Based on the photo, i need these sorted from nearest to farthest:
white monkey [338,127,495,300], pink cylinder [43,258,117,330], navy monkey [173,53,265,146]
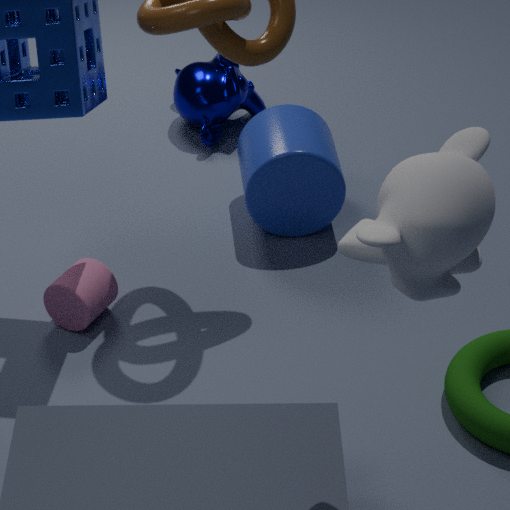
1. white monkey [338,127,495,300]
2. pink cylinder [43,258,117,330]
3. navy monkey [173,53,265,146]
